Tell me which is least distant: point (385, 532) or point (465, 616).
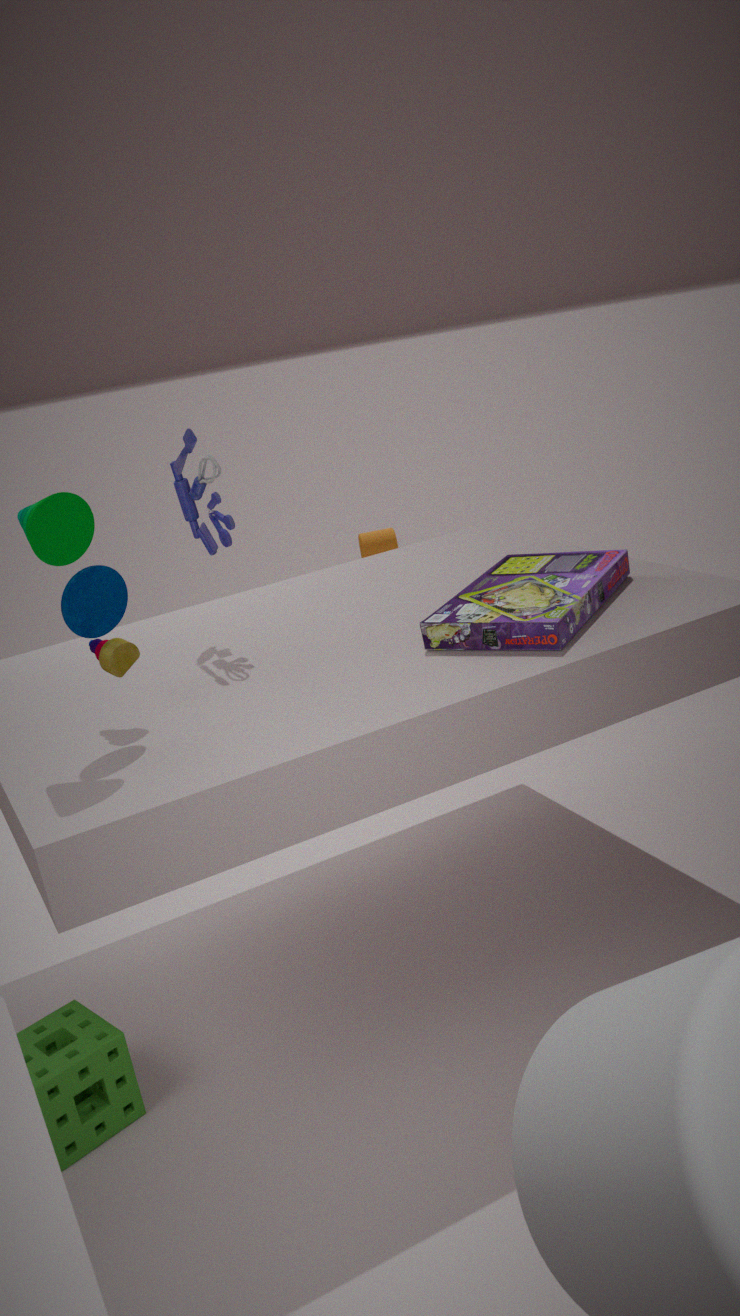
point (465, 616)
